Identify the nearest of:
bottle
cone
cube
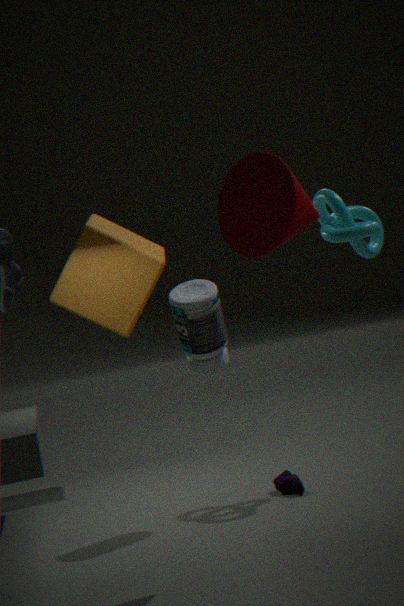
cone
